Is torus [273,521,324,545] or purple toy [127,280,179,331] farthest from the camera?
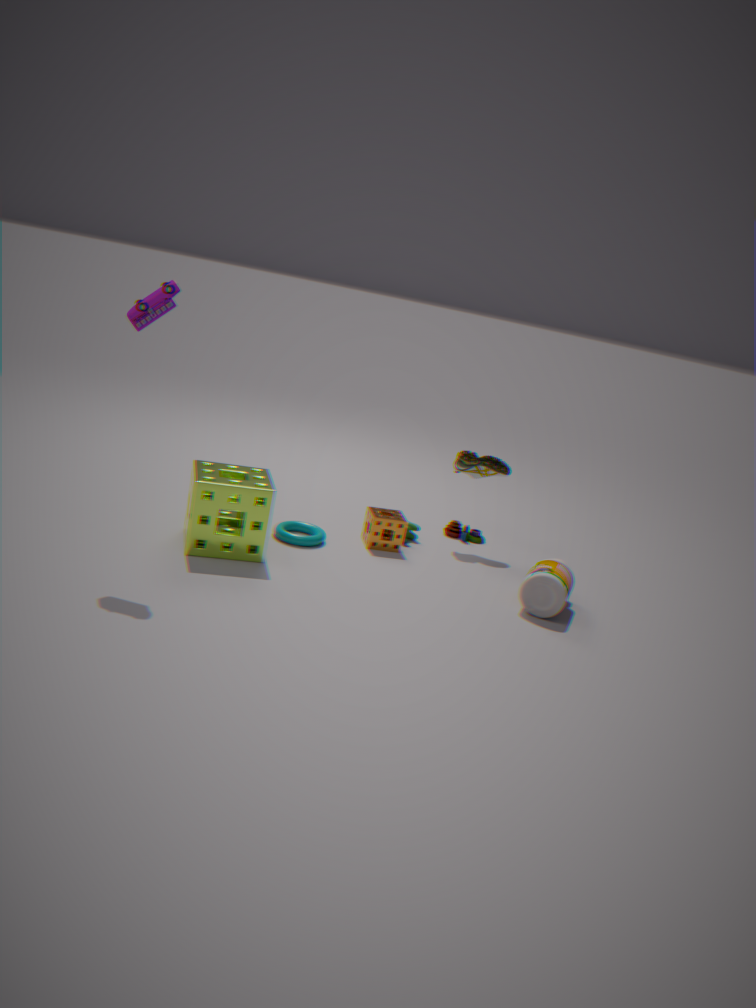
torus [273,521,324,545]
